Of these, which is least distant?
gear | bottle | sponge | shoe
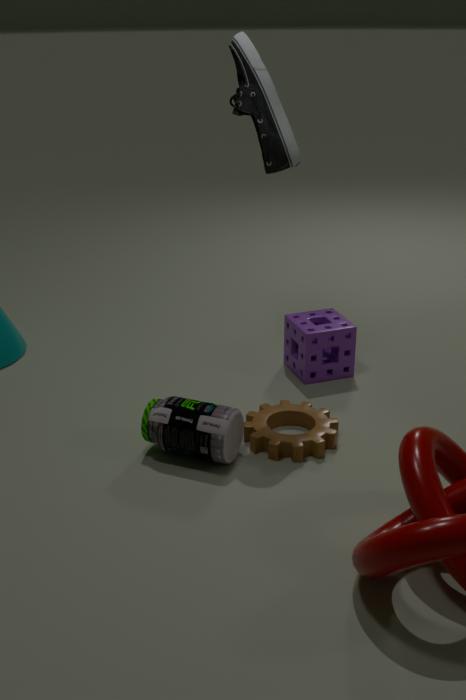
bottle
